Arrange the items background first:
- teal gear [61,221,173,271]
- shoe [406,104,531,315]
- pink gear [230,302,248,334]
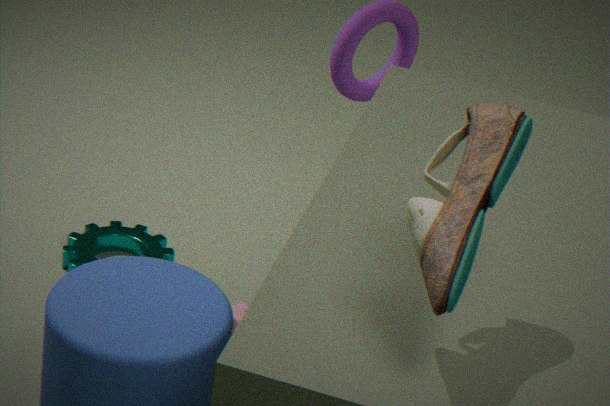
1. teal gear [61,221,173,271]
2. pink gear [230,302,248,334]
3. shoe [406,104,531,315]
